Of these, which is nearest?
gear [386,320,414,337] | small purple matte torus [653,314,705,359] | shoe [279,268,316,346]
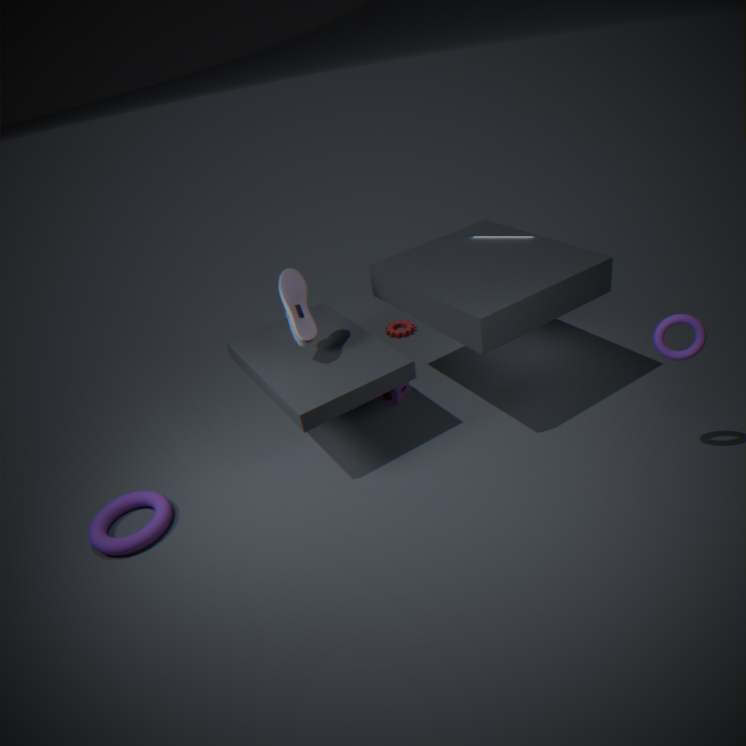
small purple matte torus [653,314,705,359]
